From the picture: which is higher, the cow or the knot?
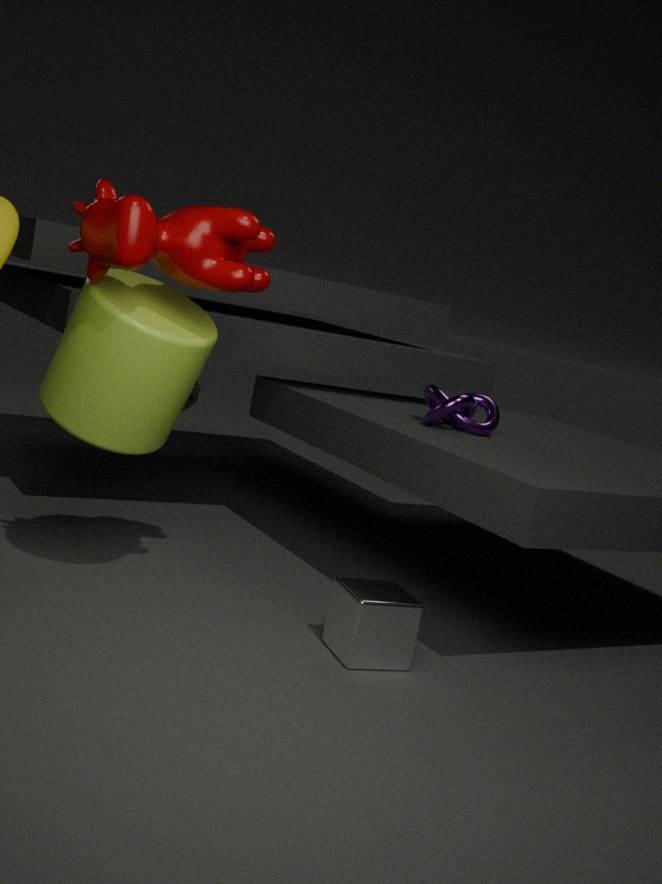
the cow
